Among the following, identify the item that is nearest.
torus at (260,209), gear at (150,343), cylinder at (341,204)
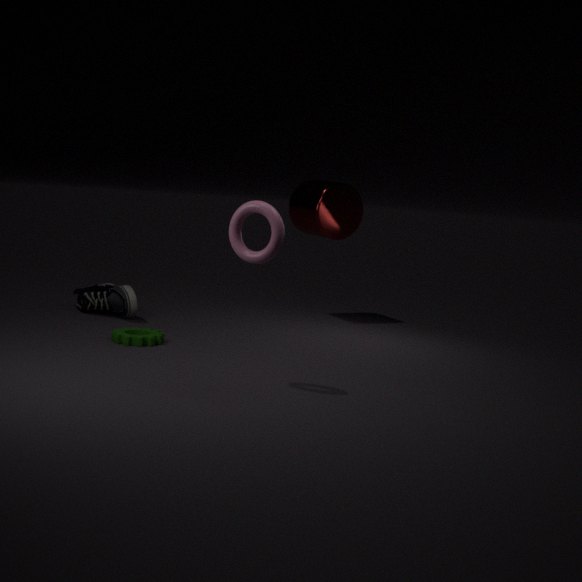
torus at (260,209)
